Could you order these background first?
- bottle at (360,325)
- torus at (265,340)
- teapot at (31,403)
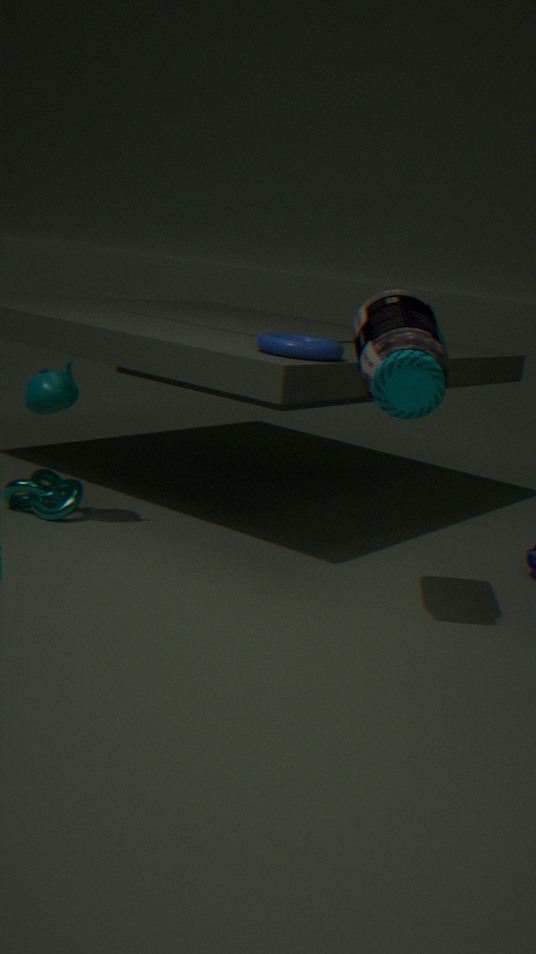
teapot at (31,403) < torus at (265,340) < bottle at (360,325)
